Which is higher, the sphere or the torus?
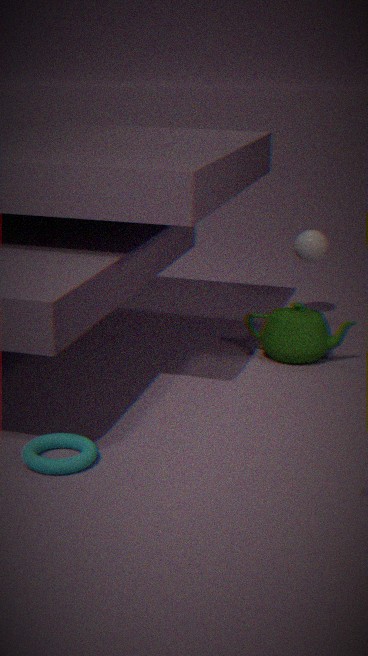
the sphere
